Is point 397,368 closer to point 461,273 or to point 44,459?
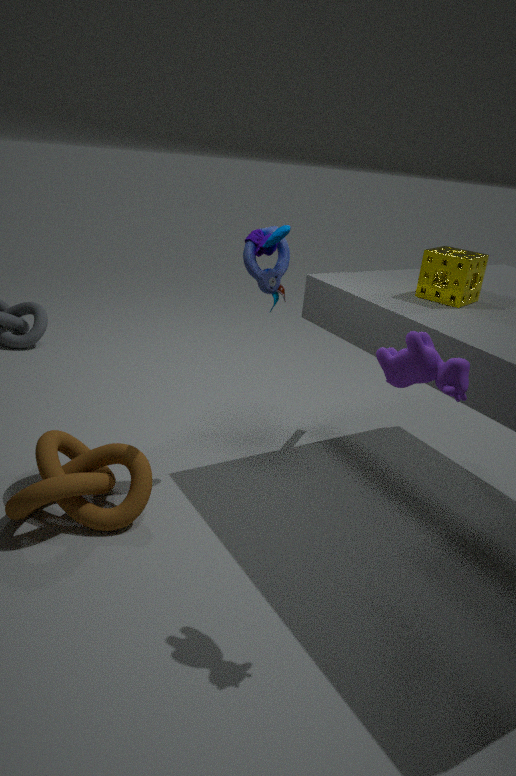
point 461,273
